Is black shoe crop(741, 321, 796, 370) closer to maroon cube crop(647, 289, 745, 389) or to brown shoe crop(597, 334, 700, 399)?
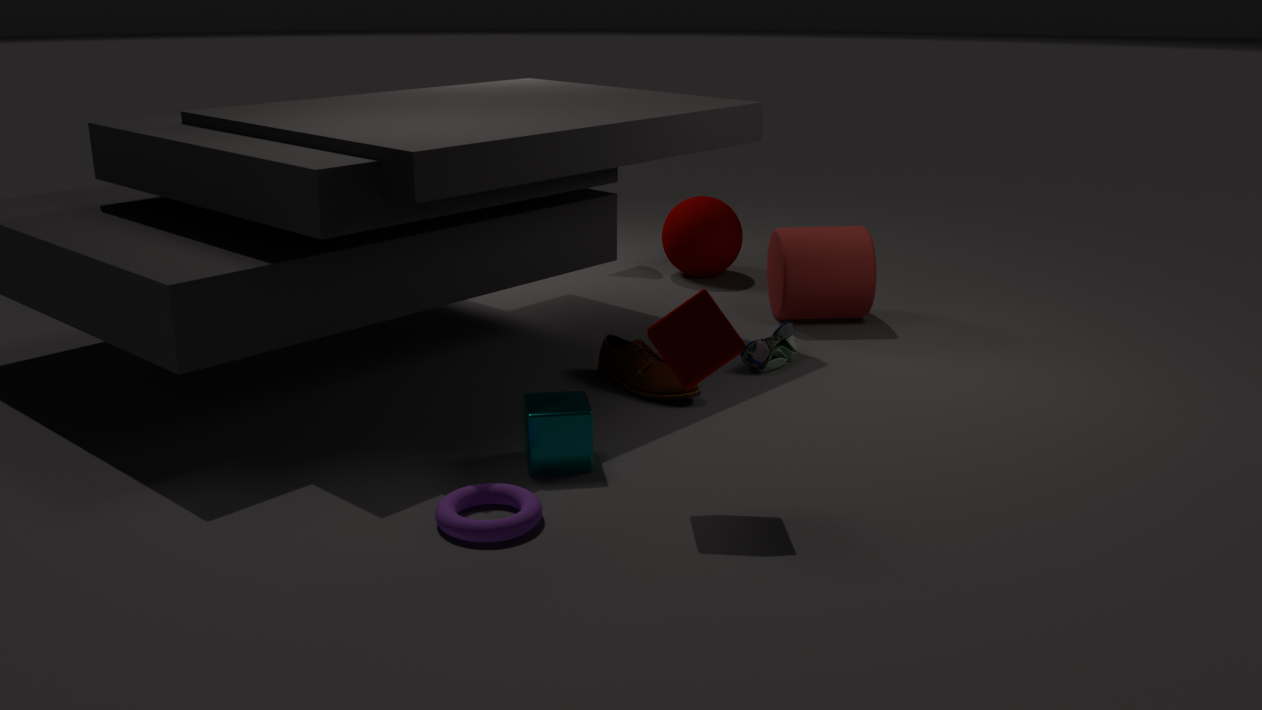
brown shoe crop(597, 334, 700, 399)
